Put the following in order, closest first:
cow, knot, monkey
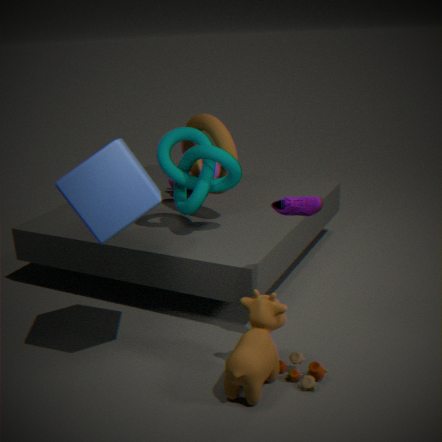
cow → knot → monkey
